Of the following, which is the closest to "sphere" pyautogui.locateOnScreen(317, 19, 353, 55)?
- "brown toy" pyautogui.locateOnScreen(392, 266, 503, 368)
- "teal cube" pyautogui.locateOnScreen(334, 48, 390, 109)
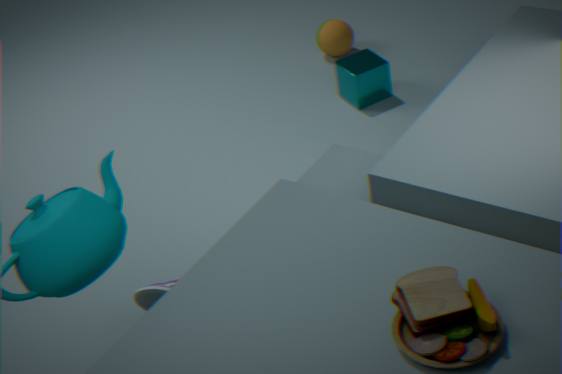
"teal cube" pyautogui.locateOnScreen(334, 48, 390, 109)
